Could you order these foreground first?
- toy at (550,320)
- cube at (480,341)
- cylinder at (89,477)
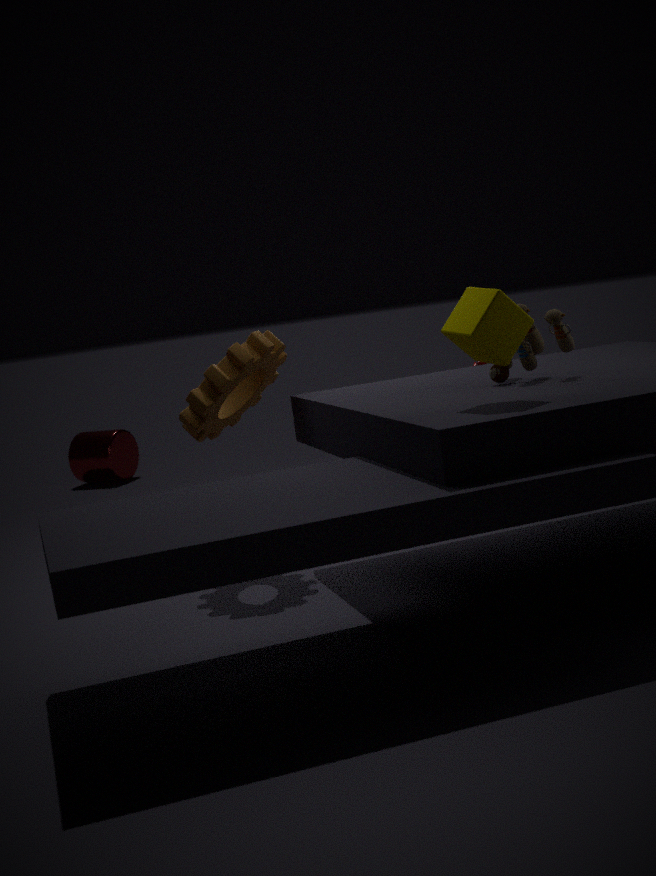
cube at (480,341) → toy at (550,320) → cylinder at (89,477)
